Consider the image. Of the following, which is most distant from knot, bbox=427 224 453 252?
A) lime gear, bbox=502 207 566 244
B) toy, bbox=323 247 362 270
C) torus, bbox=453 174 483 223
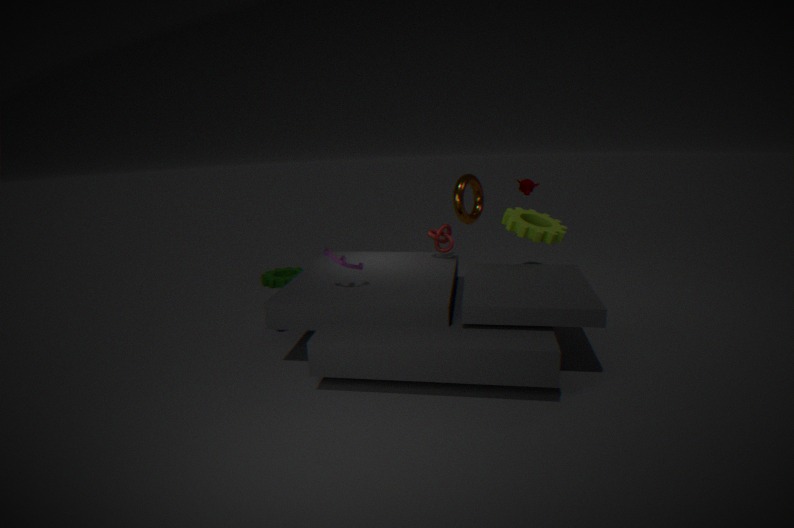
toy, bbox=323 247 362 270
